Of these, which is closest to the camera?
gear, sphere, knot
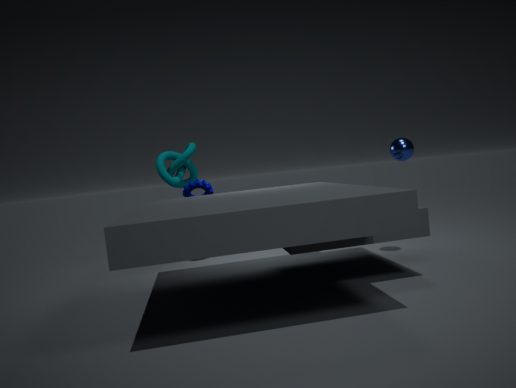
sphere
